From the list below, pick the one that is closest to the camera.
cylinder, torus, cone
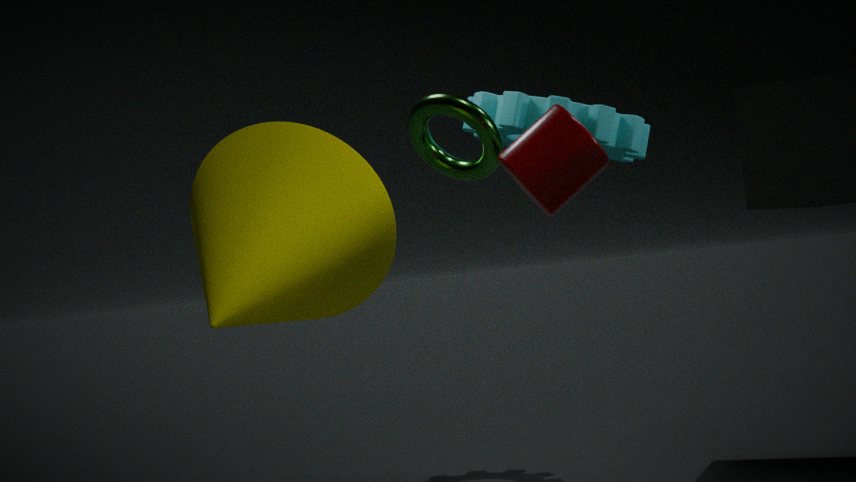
cone
